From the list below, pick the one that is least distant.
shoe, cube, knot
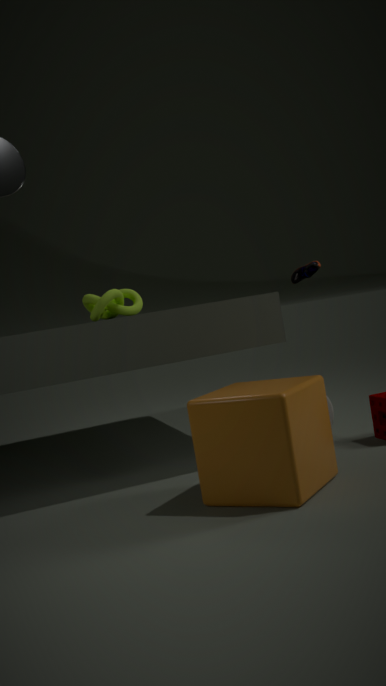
cube
